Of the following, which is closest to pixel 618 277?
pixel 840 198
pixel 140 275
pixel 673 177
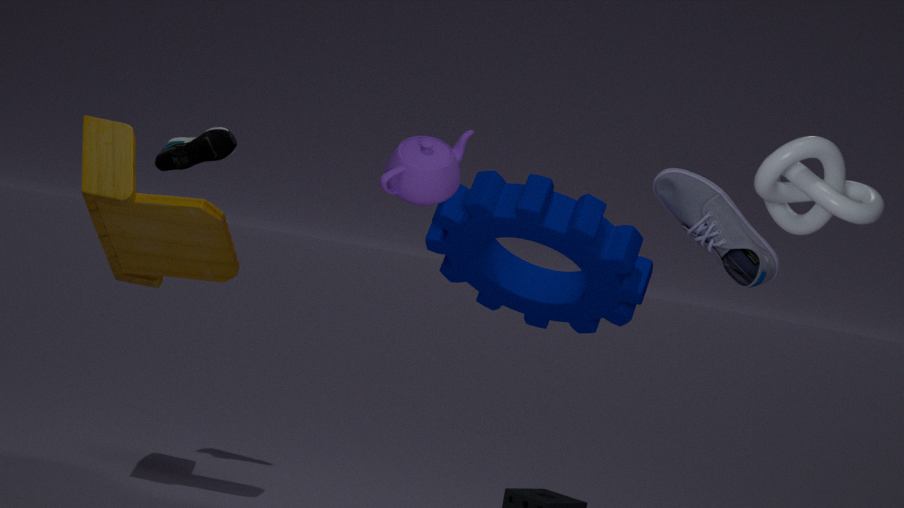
pixel 673 177
